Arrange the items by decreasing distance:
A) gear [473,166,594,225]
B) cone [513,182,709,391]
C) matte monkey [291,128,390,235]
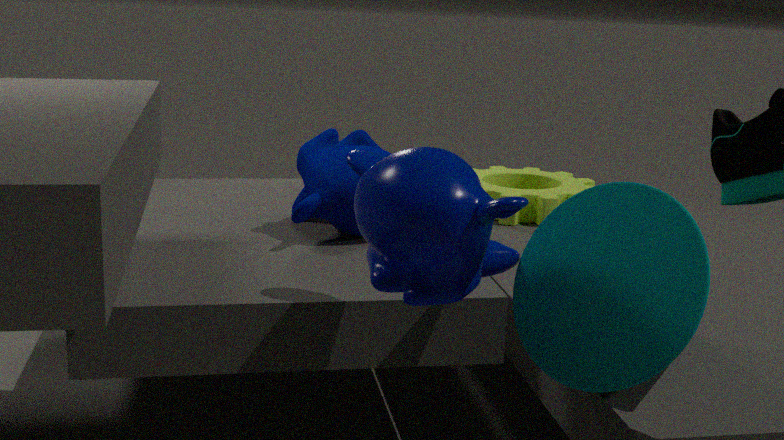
gear [473,166,594,225], matte monkey [291,128,390,235], cone [513,182,709,391]
